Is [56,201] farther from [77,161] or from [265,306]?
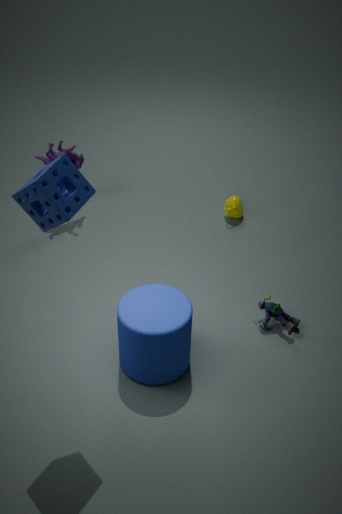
[77,161]
